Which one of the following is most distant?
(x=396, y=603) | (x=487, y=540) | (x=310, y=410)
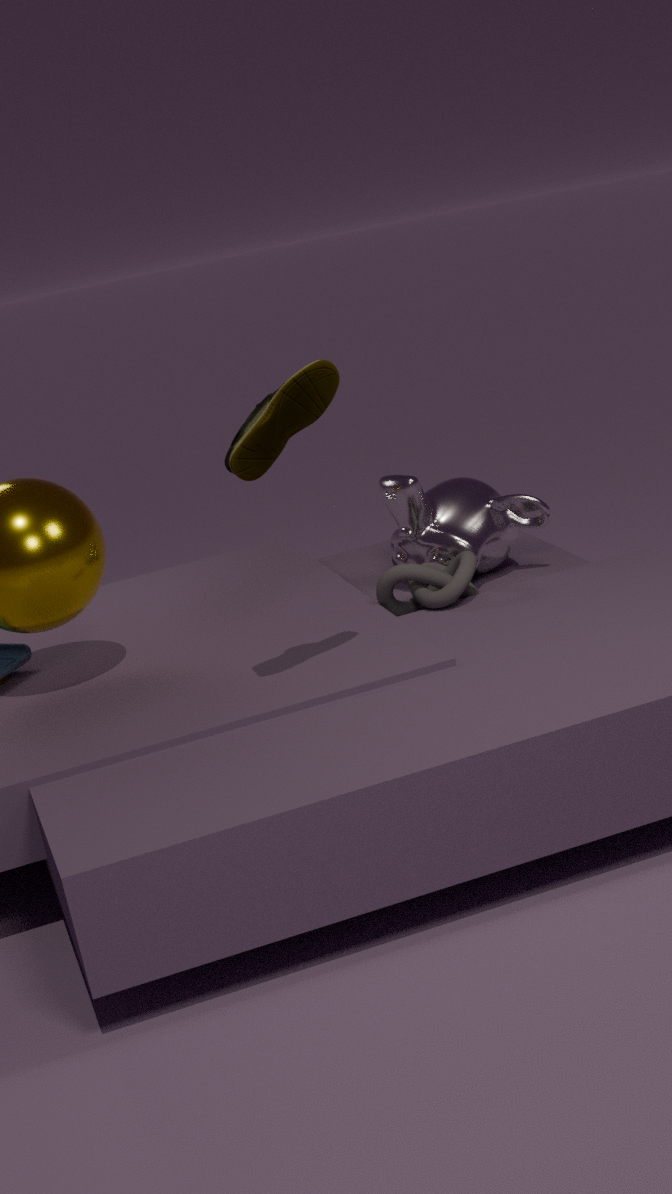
(x=487, y=540)
